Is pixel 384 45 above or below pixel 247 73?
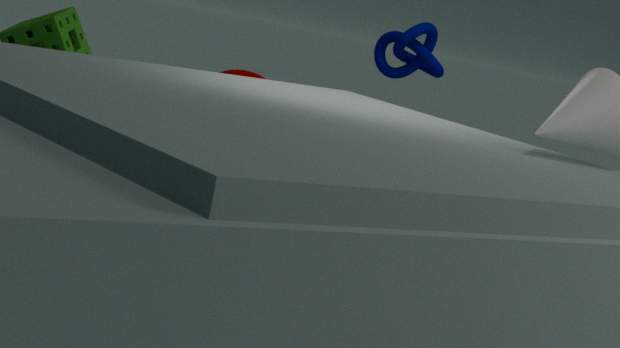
above
